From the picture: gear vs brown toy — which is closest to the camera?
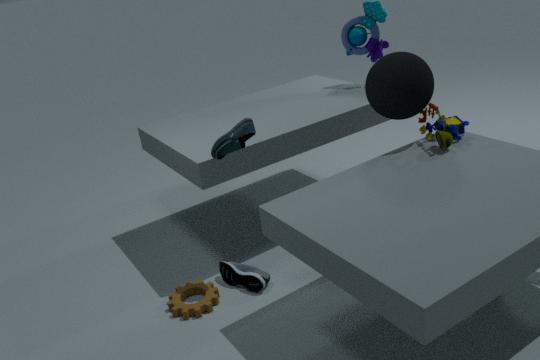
brown toy
